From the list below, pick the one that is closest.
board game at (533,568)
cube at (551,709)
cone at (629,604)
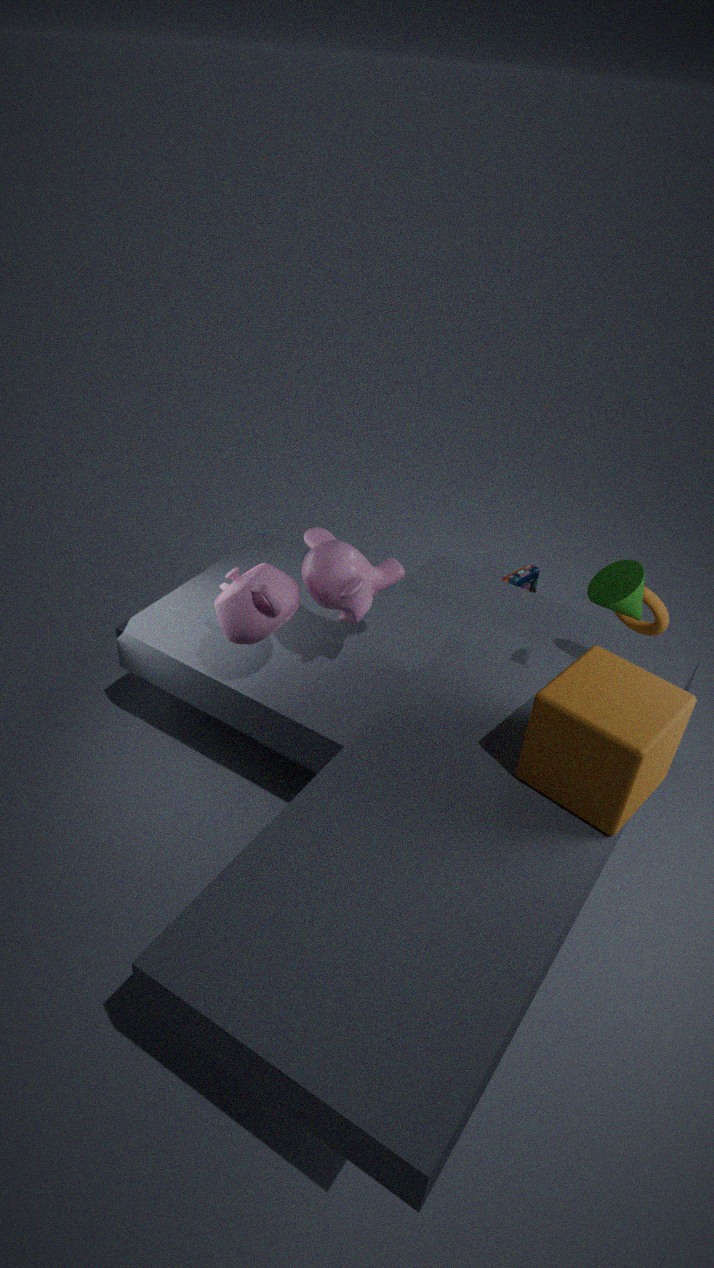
cube at (551,709)
